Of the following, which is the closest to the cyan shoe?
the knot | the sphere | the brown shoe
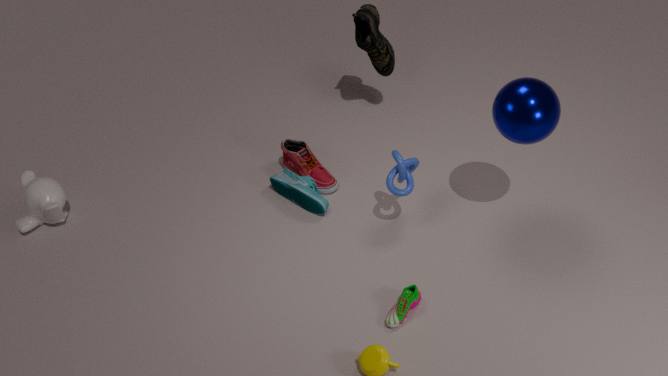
the knot
